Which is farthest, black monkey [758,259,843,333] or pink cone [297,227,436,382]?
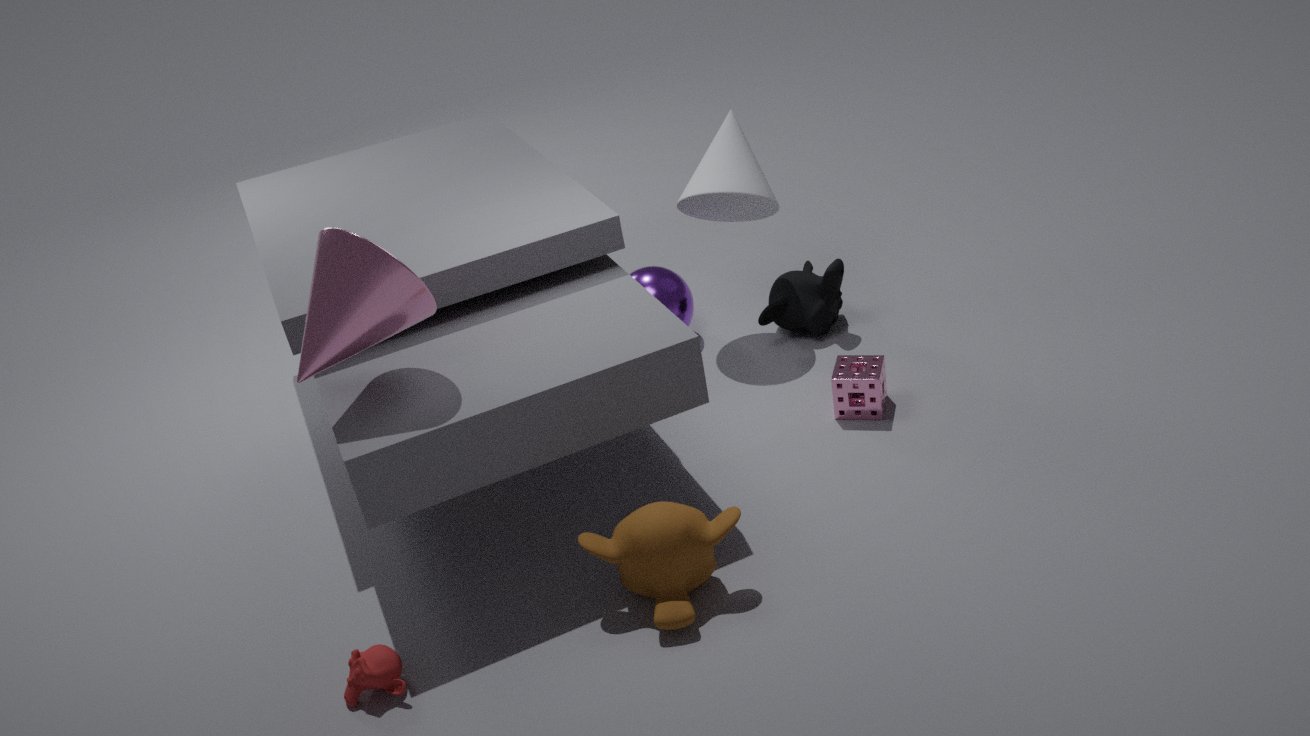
black monkey [758,259,843,333]
